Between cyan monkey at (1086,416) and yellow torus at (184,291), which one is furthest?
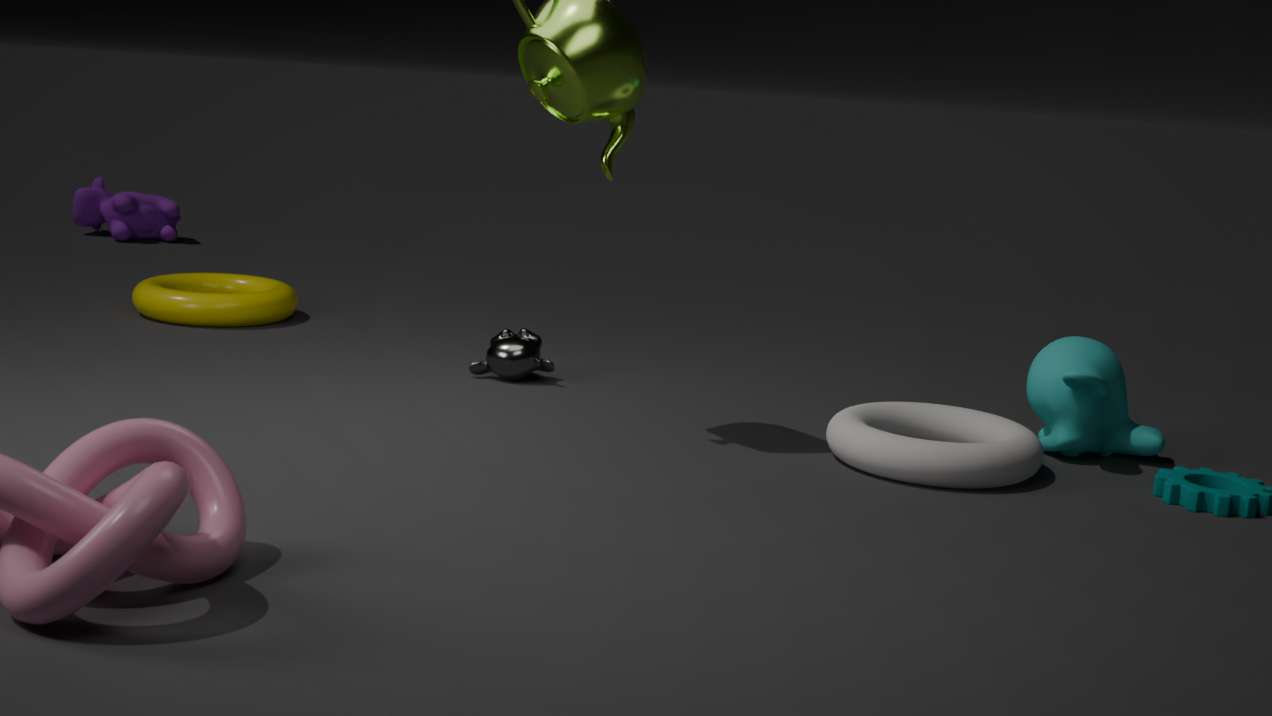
yellow torus at (184,291)
